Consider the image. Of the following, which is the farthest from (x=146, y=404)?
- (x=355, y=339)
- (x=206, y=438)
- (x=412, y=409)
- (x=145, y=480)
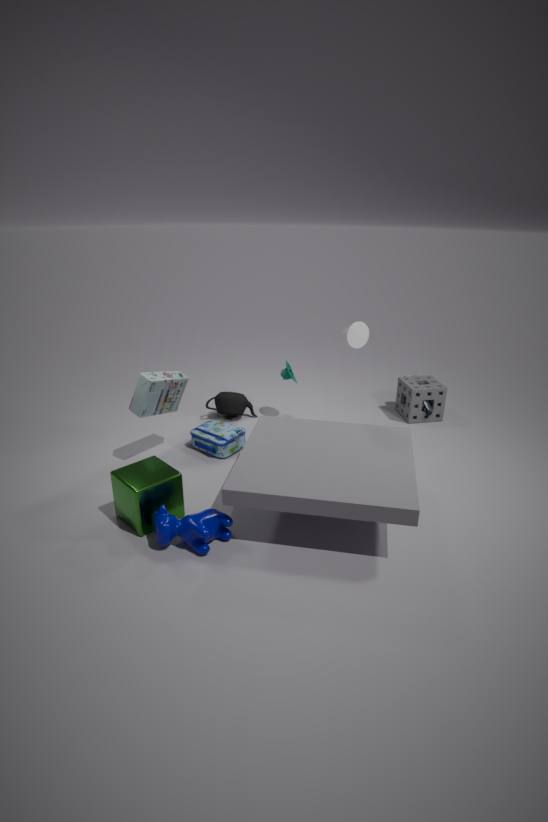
(x=412, y=409)
